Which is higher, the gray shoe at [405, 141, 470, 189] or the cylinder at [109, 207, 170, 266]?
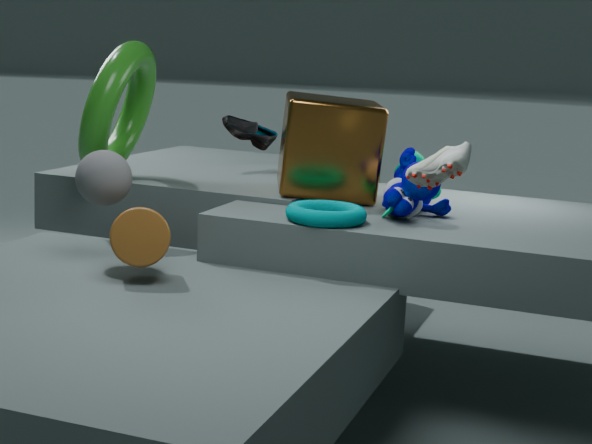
the gray shoe at [405, 141, 470, 189]
